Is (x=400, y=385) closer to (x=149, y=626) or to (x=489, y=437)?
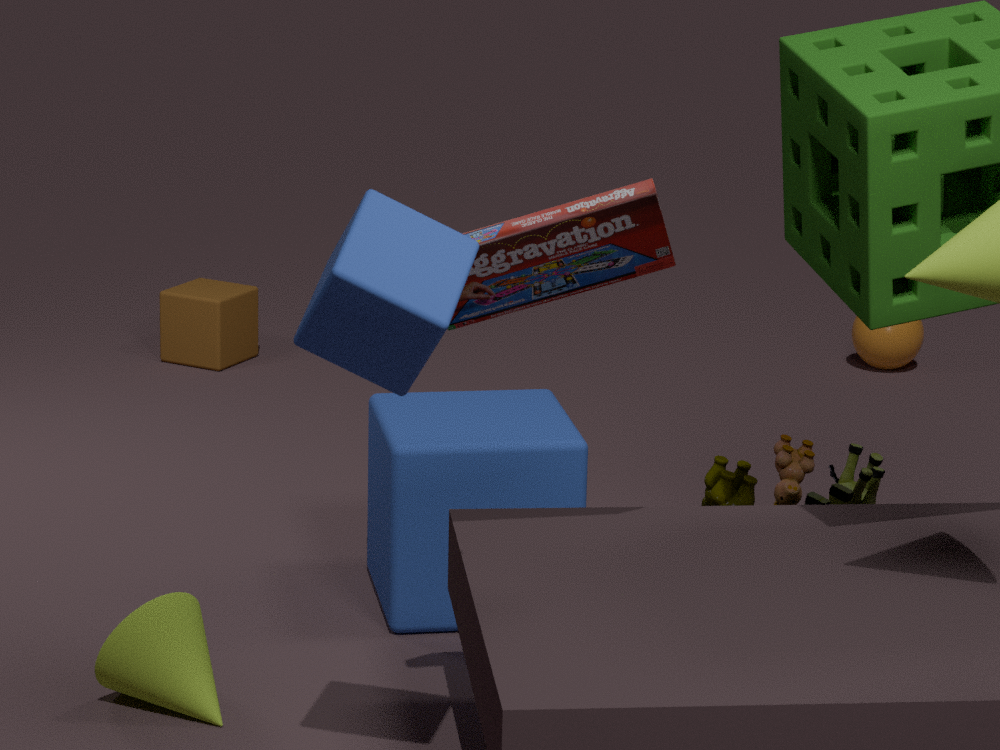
(x=149, y=626)
